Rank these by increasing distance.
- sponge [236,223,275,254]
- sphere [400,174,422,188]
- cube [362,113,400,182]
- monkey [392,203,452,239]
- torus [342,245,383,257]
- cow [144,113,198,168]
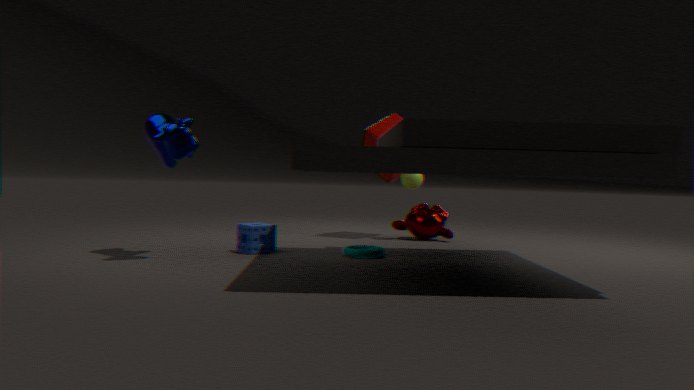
1. cow [144,113,198,168]
2. torus [342,245,383,257]
3. sponge [236,223,275,254]
4. sphere [400,174,422,188]
5. monkey [392,203,452,239]
6. cube [362,113,400,182]
